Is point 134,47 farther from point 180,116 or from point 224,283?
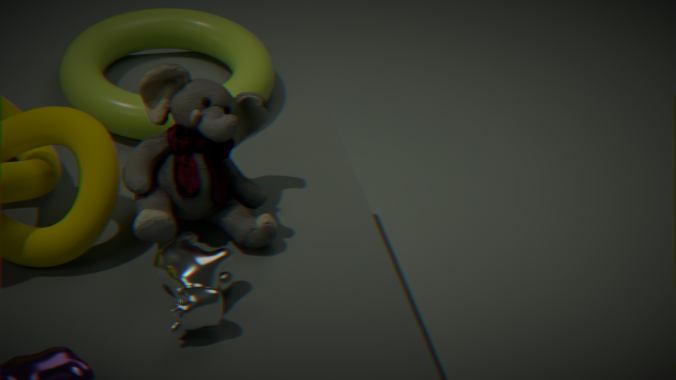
point 224,283
